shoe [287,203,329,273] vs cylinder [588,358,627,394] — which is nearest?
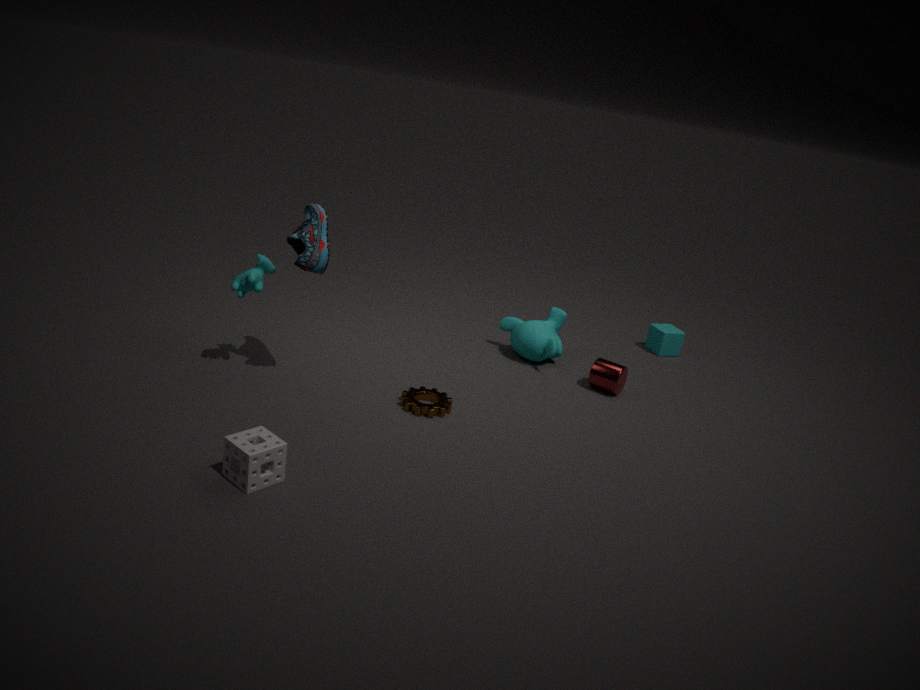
shoe [287,203,329,273]
